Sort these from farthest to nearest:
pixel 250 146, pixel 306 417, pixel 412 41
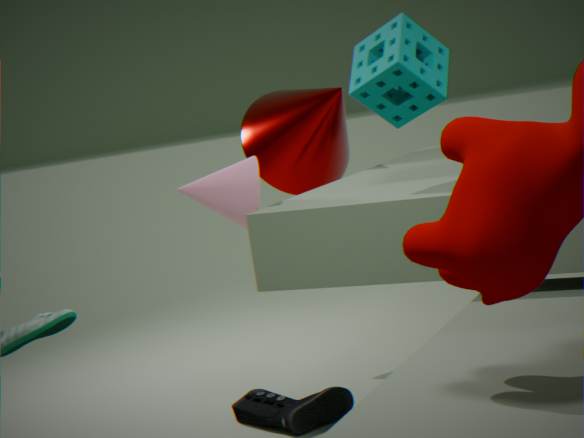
pixel 250 146, pixel 306 417, pixel 412 41
